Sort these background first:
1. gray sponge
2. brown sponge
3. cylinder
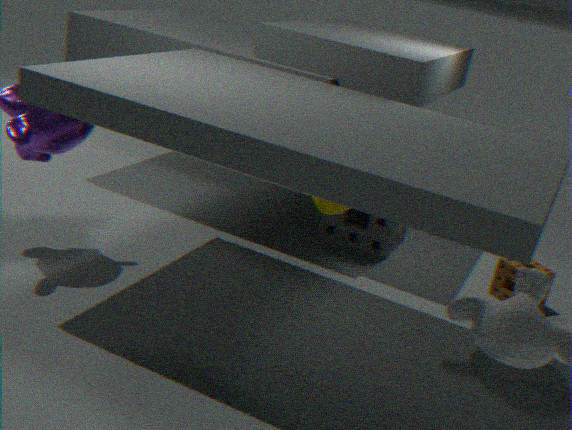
1. gray sponge
2. brown sponge
3. cylinder
